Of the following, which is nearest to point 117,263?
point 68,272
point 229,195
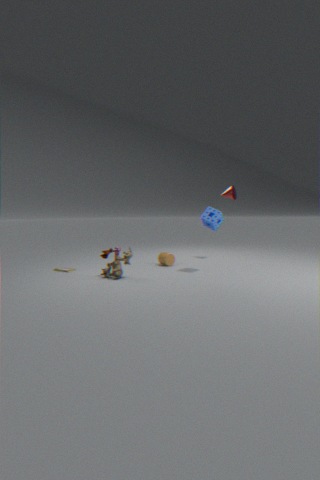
point 68,272
